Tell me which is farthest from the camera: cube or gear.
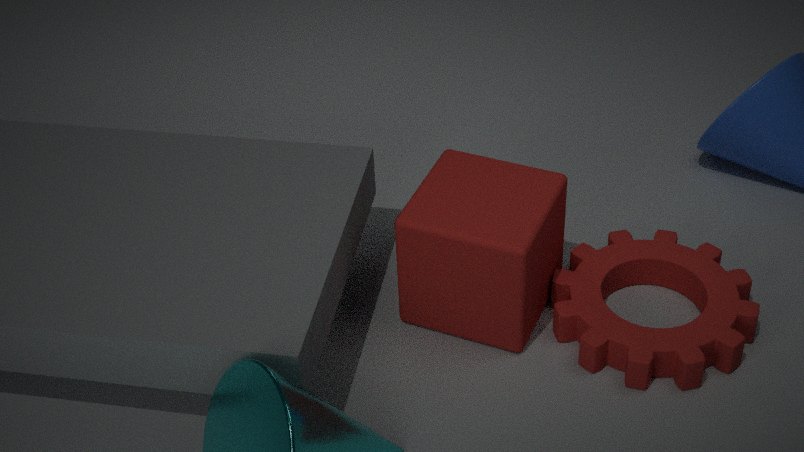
gear
